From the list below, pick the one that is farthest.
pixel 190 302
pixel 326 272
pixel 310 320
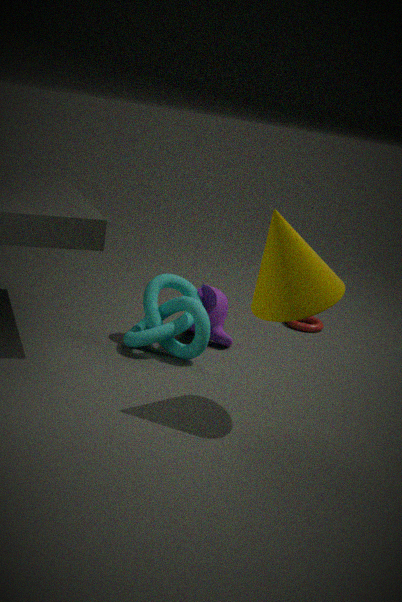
pixel 310 320
